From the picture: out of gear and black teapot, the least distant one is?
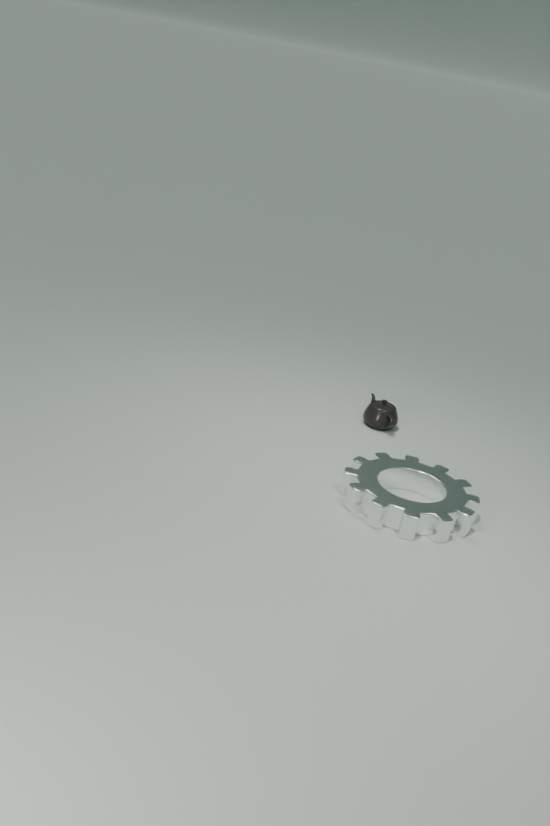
gear
